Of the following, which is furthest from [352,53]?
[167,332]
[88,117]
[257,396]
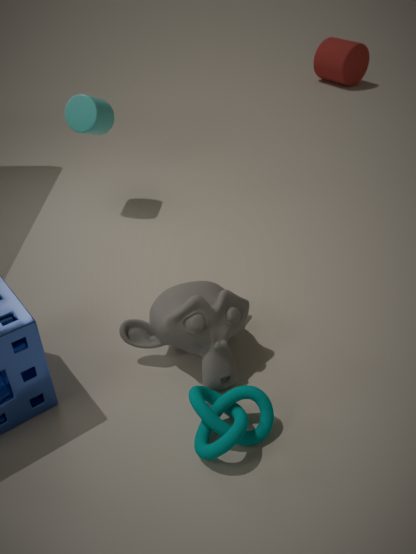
[257,396]
